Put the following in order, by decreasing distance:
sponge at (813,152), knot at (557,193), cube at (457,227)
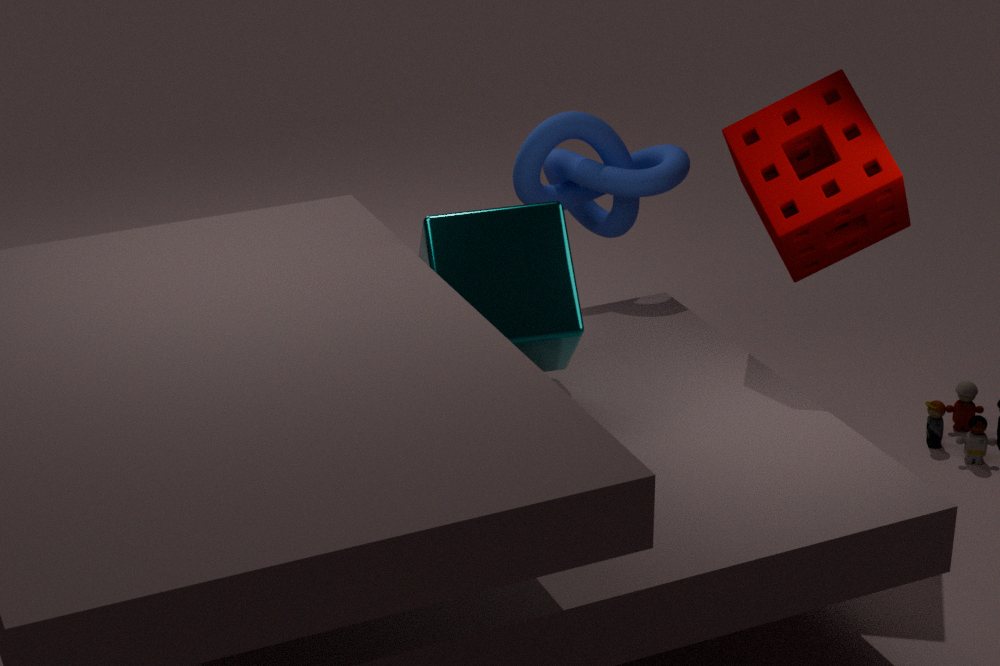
knot at (557,193)
sponge at (813,152)
cube at (457,227)
